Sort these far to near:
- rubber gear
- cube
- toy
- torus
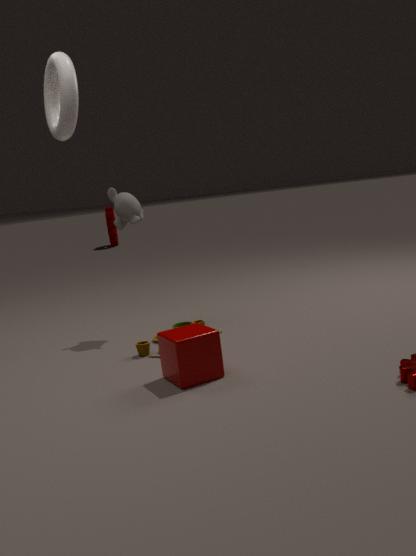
rubber gear
toy
cube
torus
